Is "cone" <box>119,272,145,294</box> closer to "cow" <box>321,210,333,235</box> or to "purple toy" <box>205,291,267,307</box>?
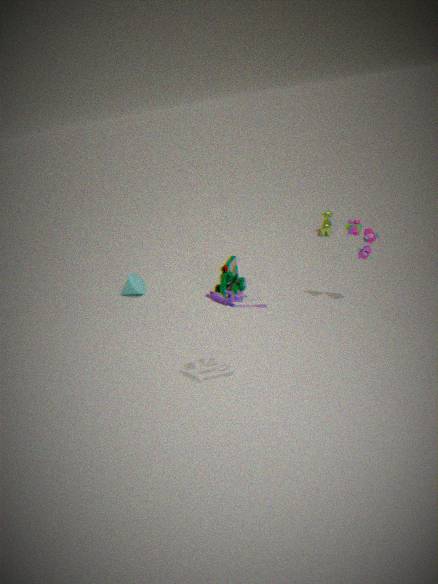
"purple toy" <box>205,291,267,307</box>
